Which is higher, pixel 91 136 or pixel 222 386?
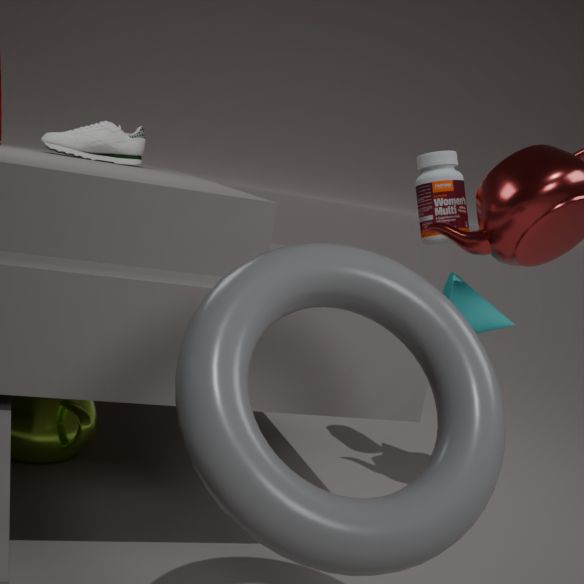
pixel 91 136
